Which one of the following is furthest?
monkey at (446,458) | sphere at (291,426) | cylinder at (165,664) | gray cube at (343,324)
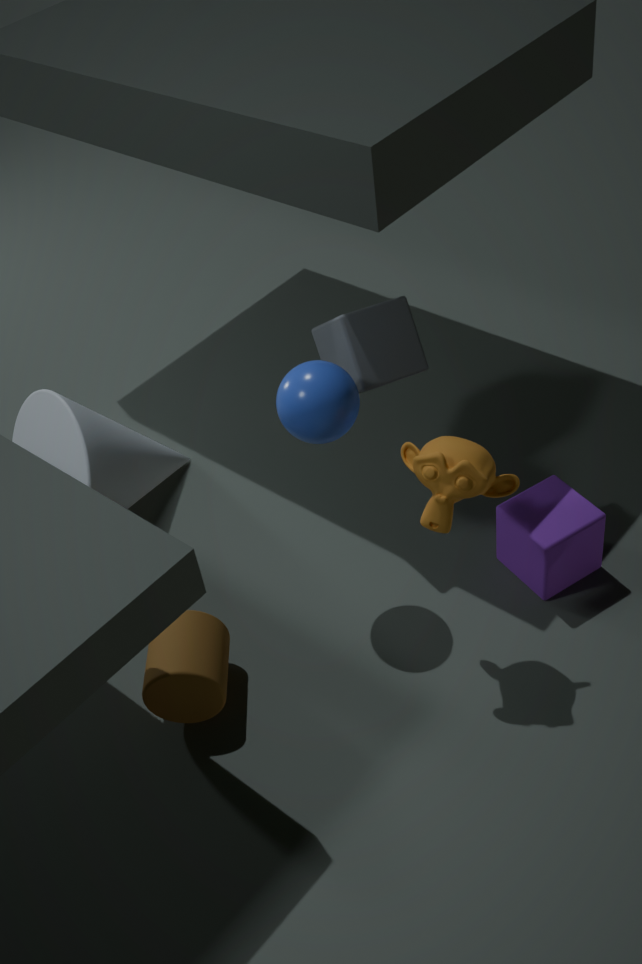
gray cube at (343,324)
